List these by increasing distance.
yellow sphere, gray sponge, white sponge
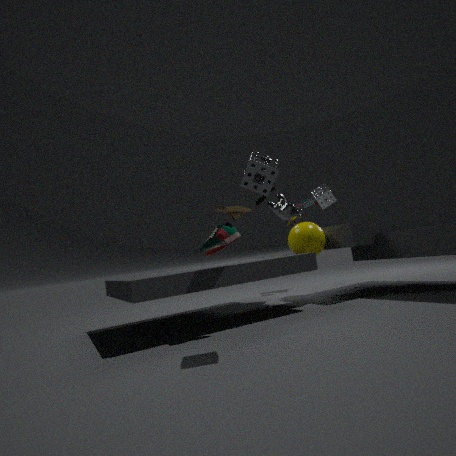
gray sponge, yellow sphere, white sponge
